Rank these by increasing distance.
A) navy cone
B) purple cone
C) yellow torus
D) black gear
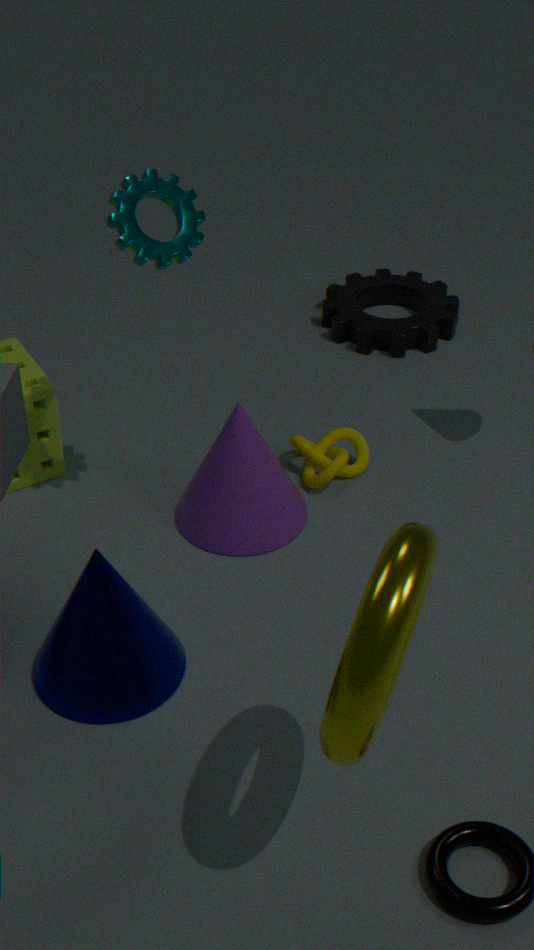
yellow torus < navy cone < purple cone < black gear
